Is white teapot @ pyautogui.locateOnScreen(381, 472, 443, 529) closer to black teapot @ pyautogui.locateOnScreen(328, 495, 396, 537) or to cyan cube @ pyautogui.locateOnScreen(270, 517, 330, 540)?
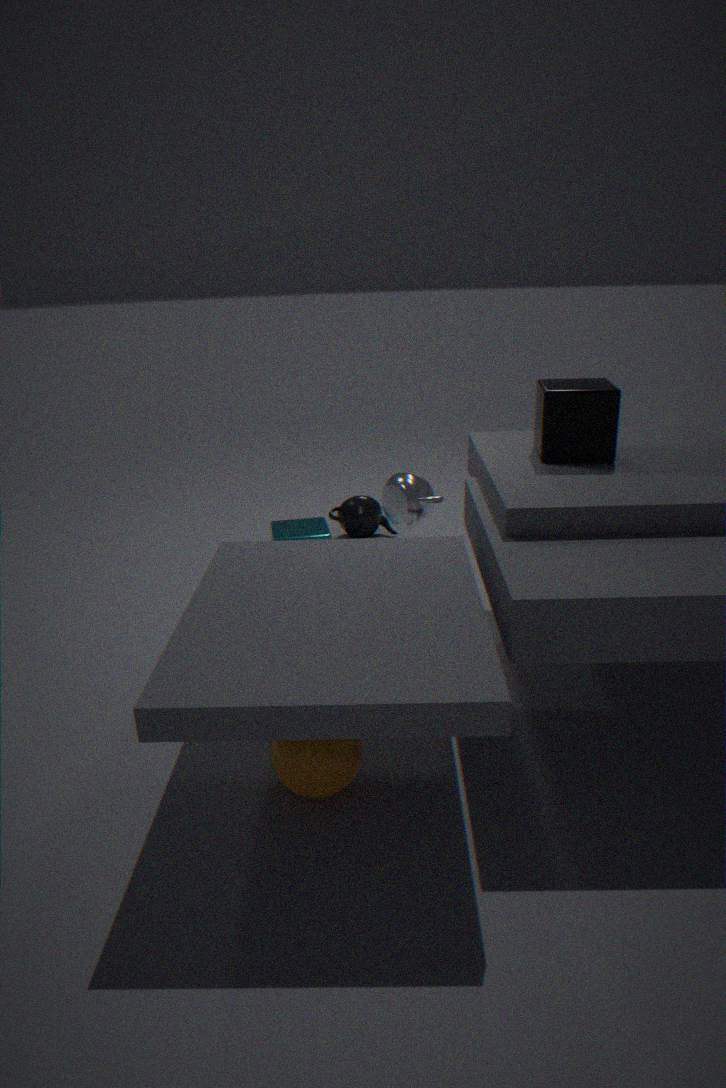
cyan cube @ pyautogui.locateOnScreen(270, 517, 330, 540)
